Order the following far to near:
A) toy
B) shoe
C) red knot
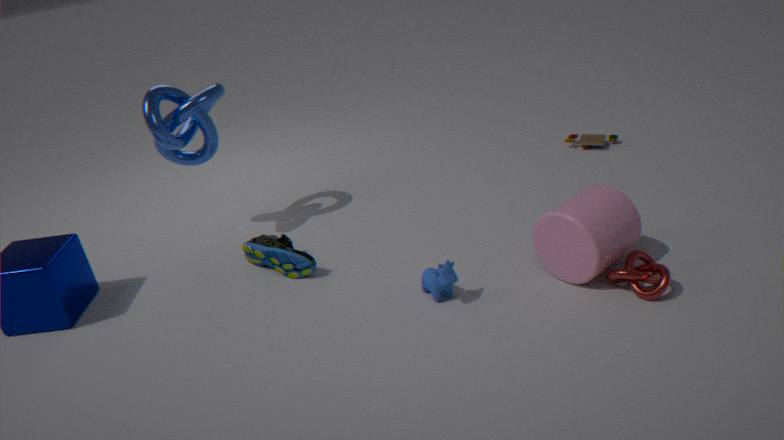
toy → shoe → red knot
